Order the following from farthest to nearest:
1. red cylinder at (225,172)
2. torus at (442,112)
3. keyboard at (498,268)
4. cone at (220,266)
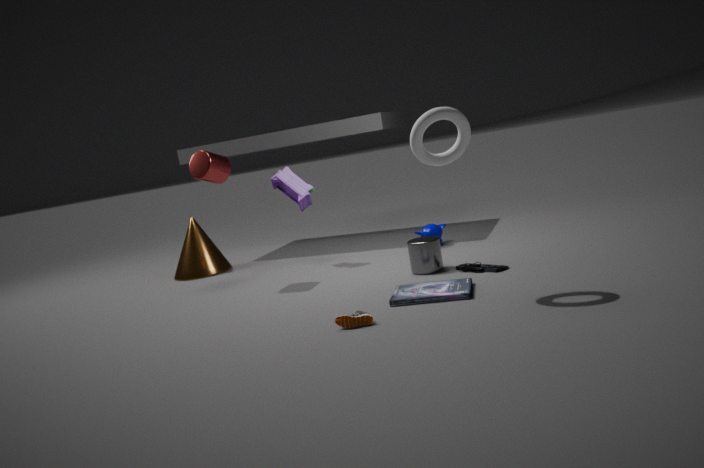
1. cone at (220,266)
2. red cylinder at (225,172)
3. keyboard at (498,268)
4. torus at (442,112)
